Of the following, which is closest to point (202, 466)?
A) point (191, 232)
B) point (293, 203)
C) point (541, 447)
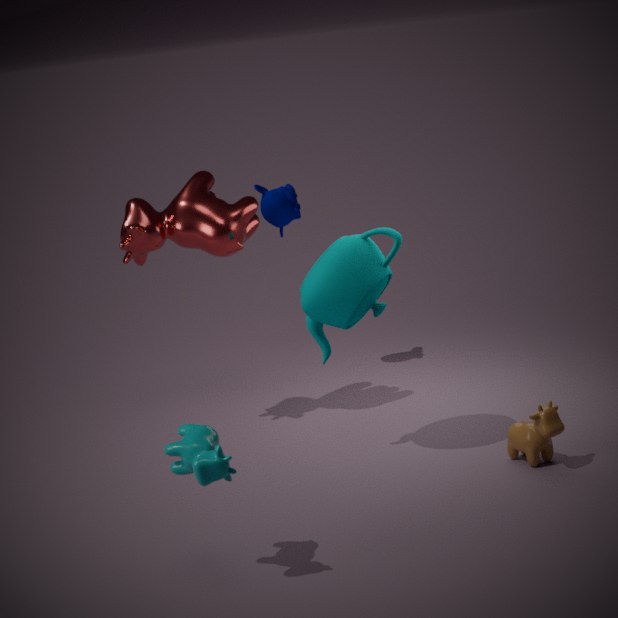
point (541, 447)
